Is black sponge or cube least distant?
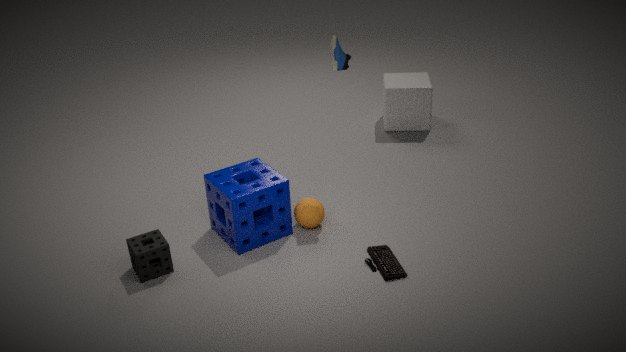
black sponge
